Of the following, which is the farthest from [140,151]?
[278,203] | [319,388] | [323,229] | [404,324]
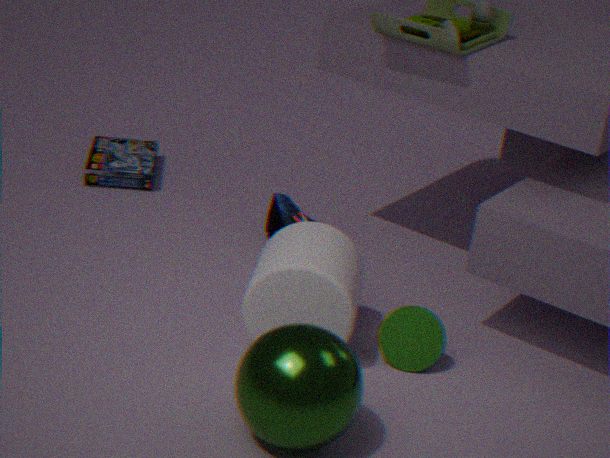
[319,388]
